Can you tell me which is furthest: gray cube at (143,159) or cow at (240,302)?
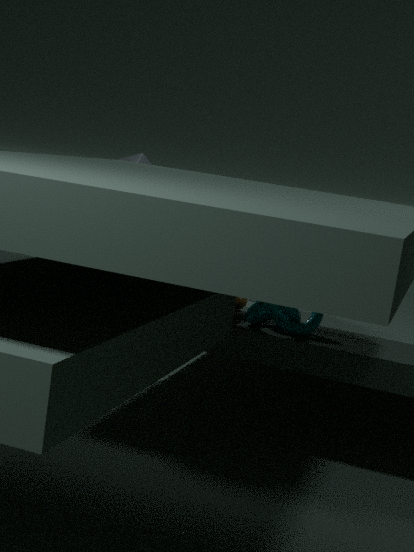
gray cube at (143,159)
